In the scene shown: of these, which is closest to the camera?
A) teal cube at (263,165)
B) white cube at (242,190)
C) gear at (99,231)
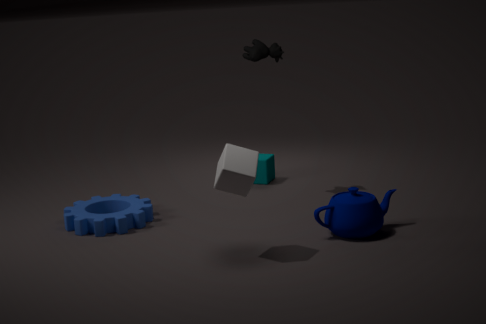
white cube at (242,190)
